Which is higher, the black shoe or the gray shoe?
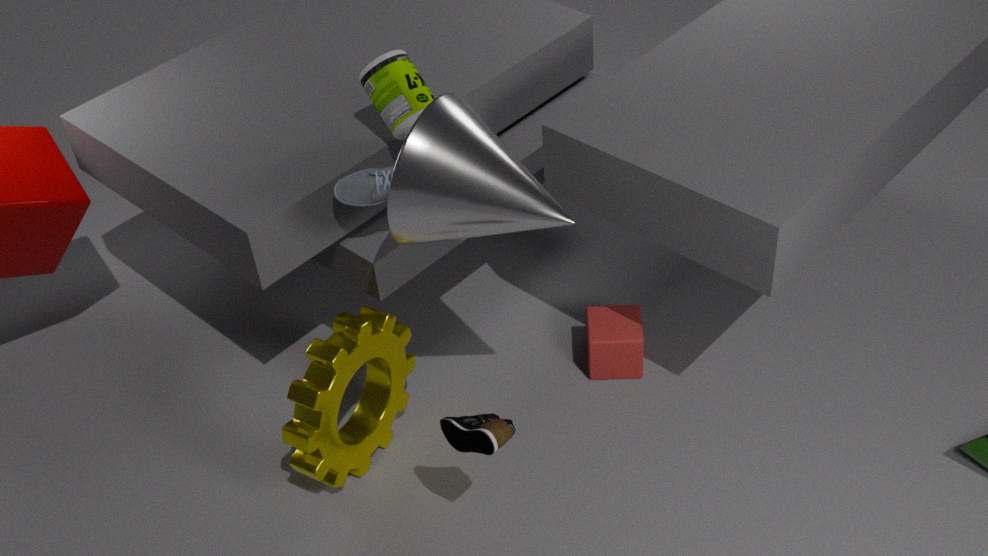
the gray shoe
